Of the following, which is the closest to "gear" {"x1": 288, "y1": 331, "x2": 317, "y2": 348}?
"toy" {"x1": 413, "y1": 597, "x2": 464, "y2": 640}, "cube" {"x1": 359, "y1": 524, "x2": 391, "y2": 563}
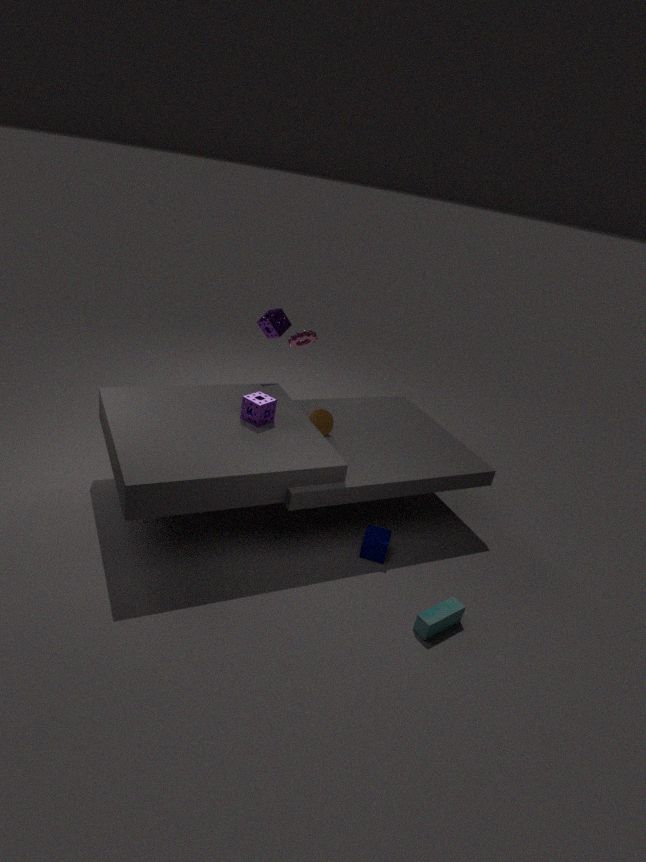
"cube" {"x1": 359, "y1": 524, "x2": 391, "y2": 563}
